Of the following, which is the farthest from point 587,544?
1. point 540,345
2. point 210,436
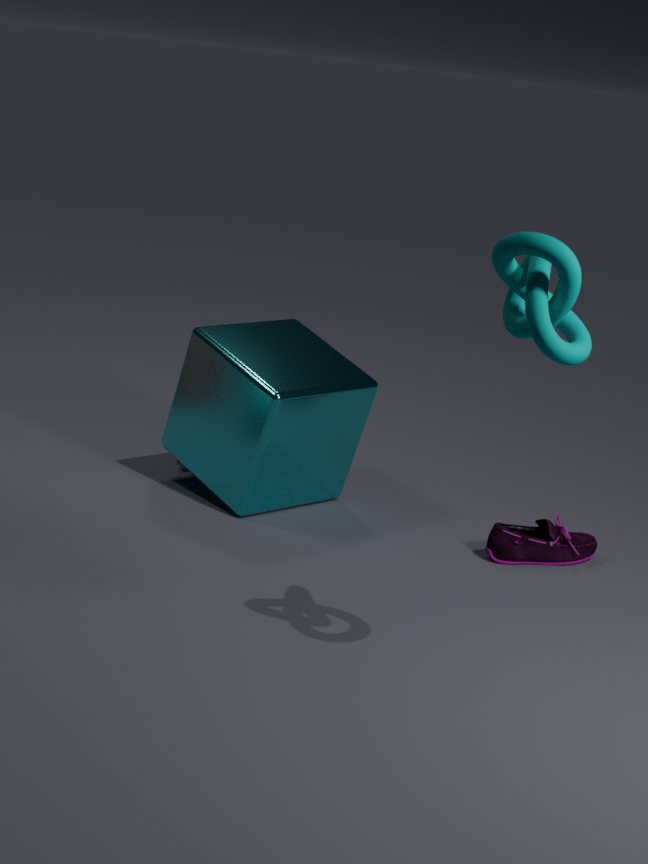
point 540,345
